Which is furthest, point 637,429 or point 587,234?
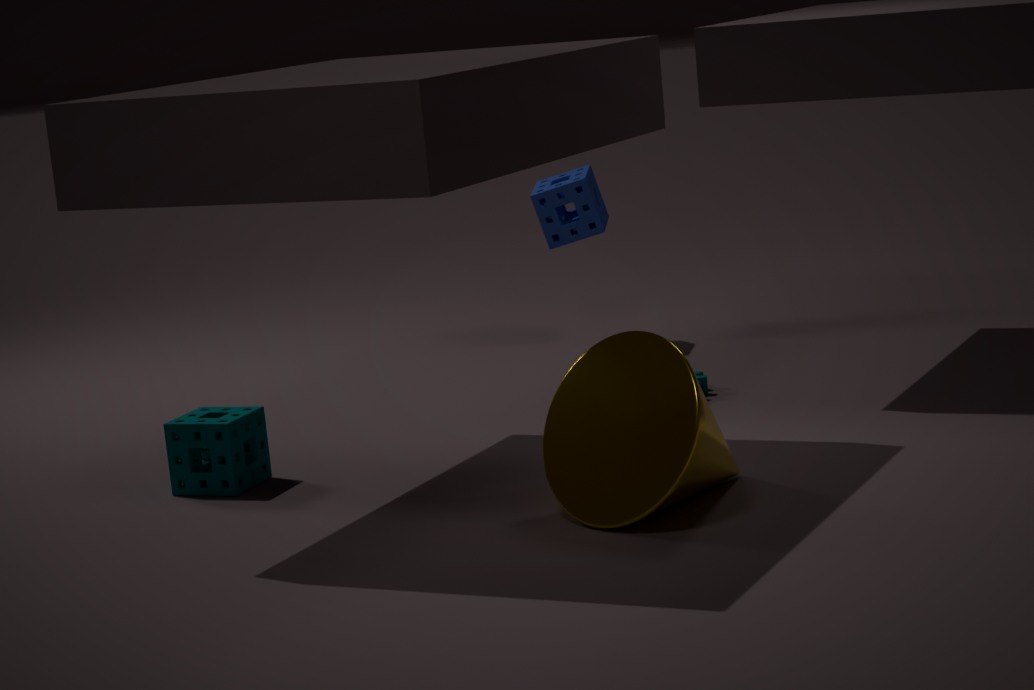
point 587,234
